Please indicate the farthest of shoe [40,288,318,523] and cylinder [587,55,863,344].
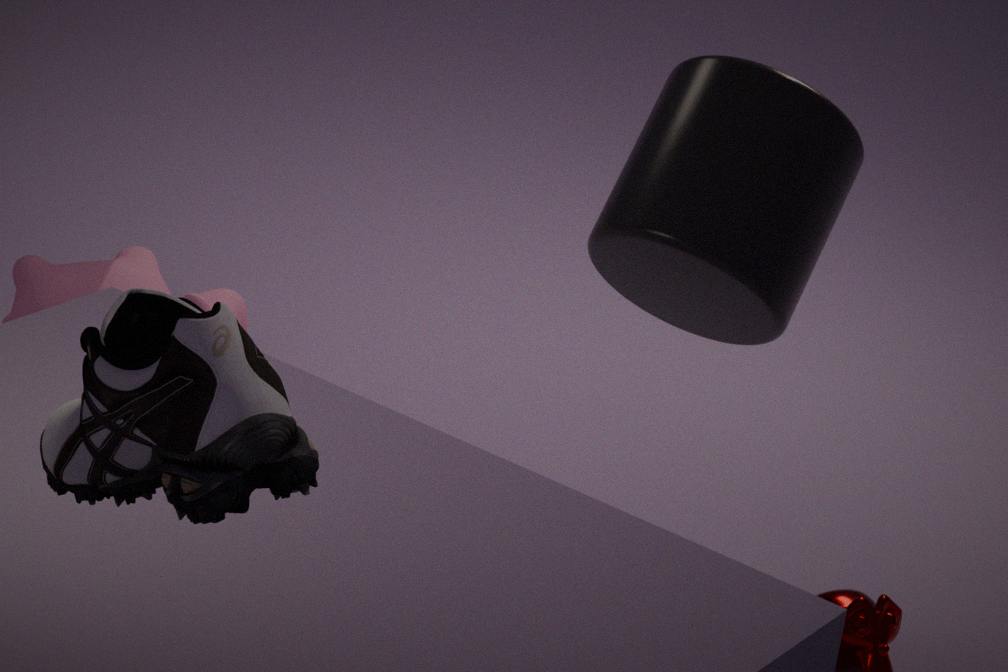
cylinder [587,55,863,344]
